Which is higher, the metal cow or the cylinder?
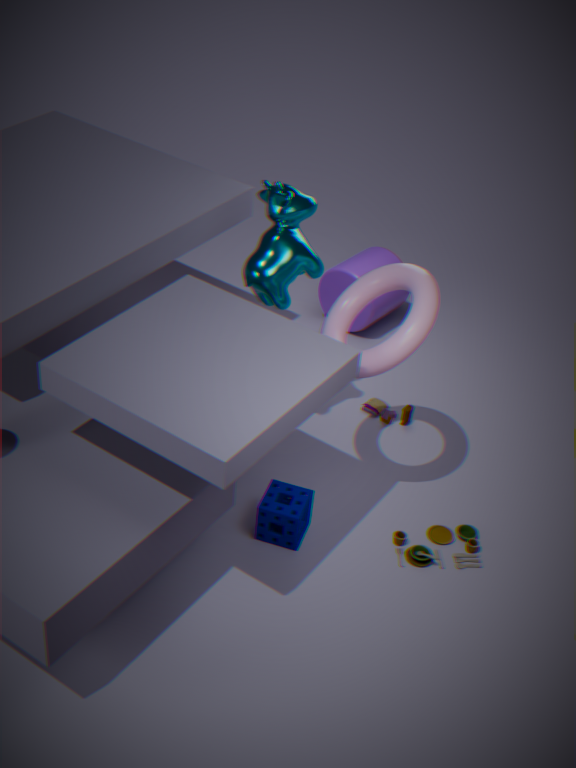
the metal cow
